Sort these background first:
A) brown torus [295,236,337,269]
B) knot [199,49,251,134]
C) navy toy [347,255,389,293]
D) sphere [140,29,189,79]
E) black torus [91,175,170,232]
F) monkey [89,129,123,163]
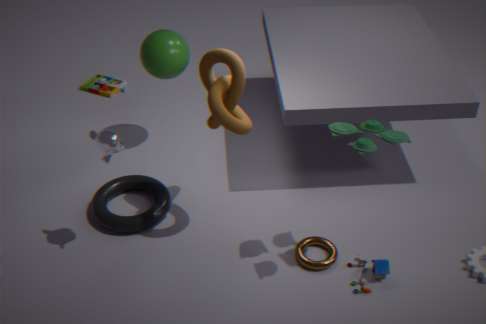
sphere [140,29,189,79], black torus [91,175,170,232], brown torus [295,236,337,269], navy toy [347,255,389,293], monkey [89,129,123,163], knot [199,49,251,134]
